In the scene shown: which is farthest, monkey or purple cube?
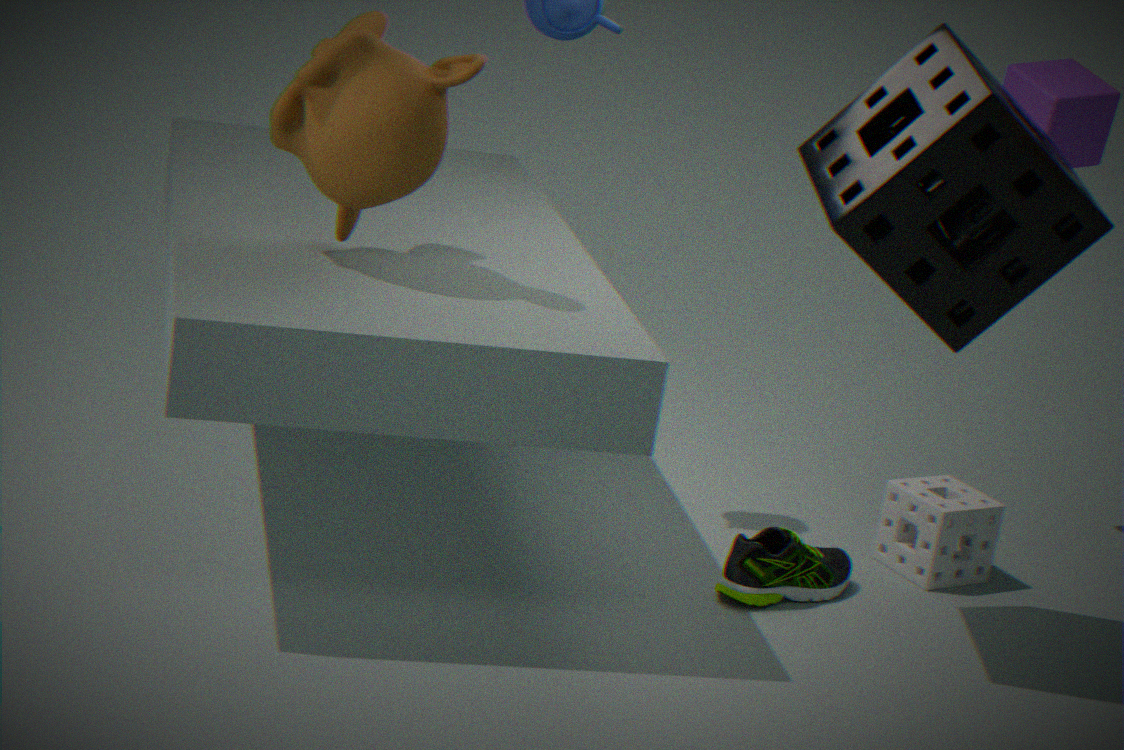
purple cube
